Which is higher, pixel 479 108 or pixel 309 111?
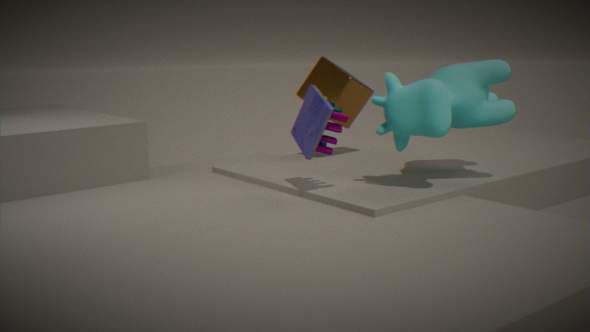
pixel 479 108
